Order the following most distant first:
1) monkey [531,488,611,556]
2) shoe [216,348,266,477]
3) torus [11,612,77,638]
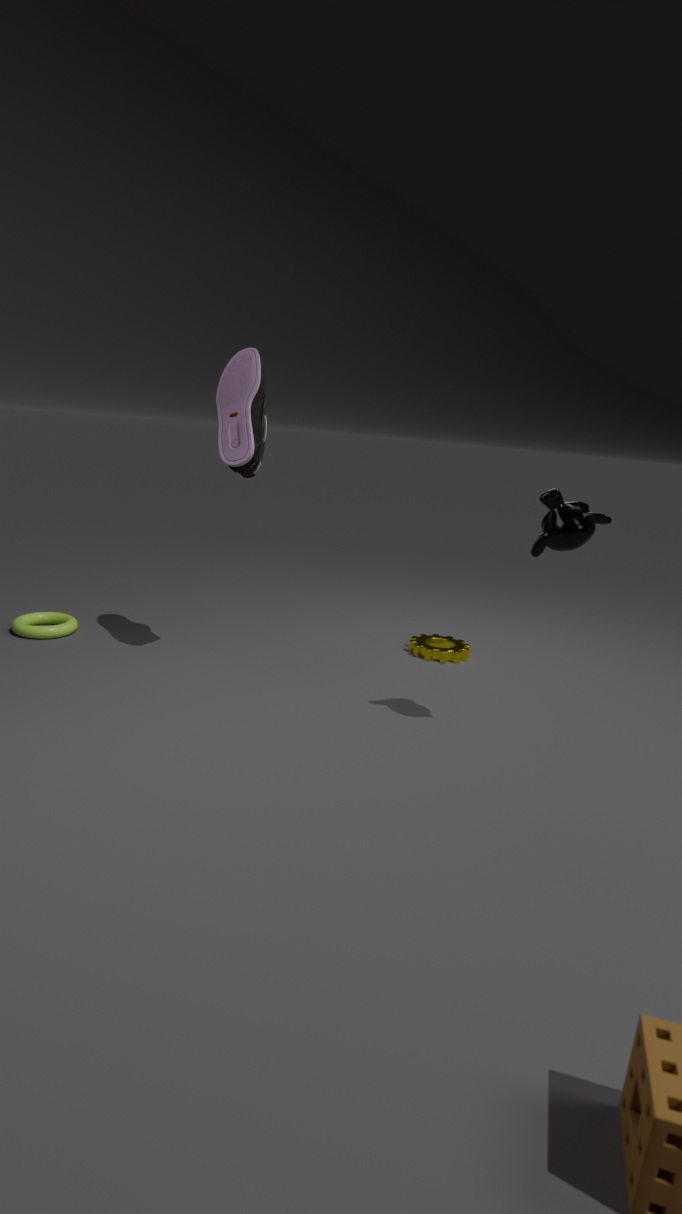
3. torus [11,612,77,638], 2. shoe [216,348,266,477], 1. monkey [531,488,611,556]
